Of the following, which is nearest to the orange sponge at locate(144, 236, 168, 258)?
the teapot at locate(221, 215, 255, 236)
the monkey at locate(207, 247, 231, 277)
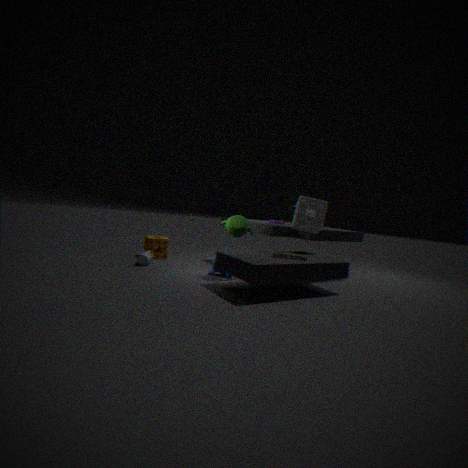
the monkey at locate(207, 247, 231, 277)
